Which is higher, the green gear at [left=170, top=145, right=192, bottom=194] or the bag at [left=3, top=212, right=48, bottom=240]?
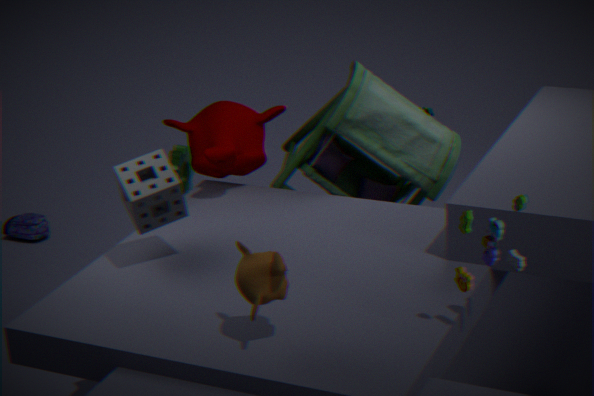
the green gear at [left=170, top=145, right=192, bottom=194]
